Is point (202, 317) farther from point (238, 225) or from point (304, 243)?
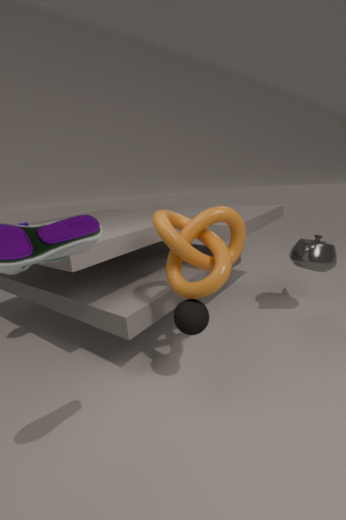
point (304, 243)
